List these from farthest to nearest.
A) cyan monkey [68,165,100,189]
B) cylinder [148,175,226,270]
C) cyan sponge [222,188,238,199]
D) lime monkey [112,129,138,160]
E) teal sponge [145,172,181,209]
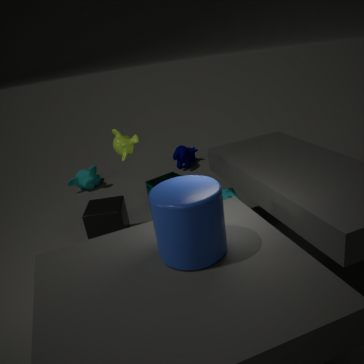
1. cyan monkey [68,165,100,189]
2. teal sponge [145,172,181,209]
3. cyan sponge [222,188,238,199]
4. lime monkey [112,129,138,160]
5. cylinder [148,175,226,270]
